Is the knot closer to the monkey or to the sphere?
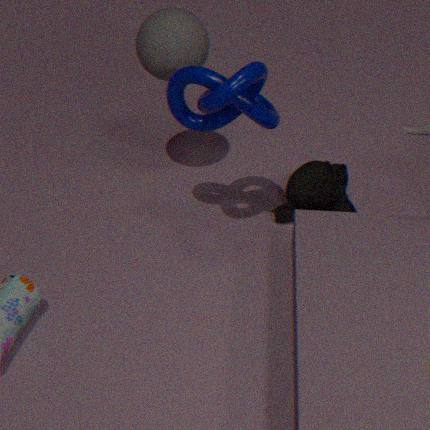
the sphere
